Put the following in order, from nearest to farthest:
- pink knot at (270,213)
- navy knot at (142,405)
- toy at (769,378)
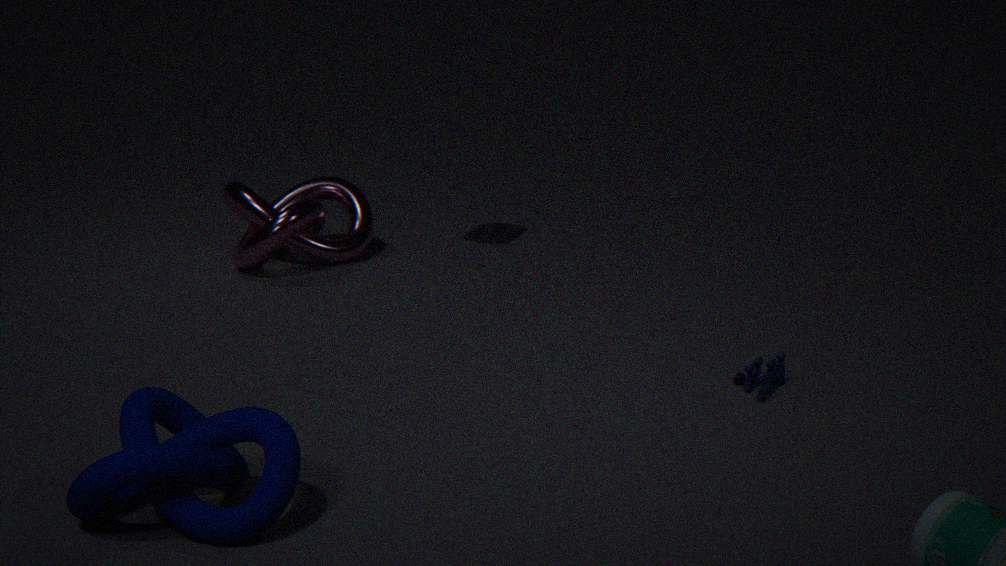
navy knot at (142,405), toy at (769,378), pink knot at (270,213)
